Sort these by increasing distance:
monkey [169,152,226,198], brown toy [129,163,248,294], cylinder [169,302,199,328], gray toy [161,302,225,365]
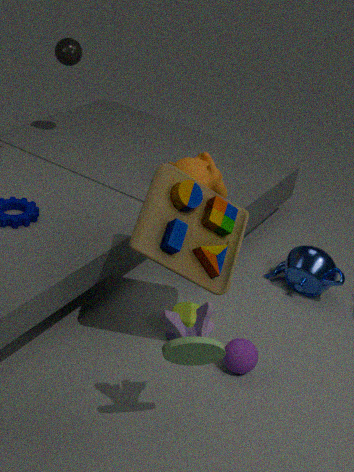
gray toy [161,302,225,365], brown toy [129,163,248,294], cylinder [169,302,199,328], monkey [169,152,226,198]
